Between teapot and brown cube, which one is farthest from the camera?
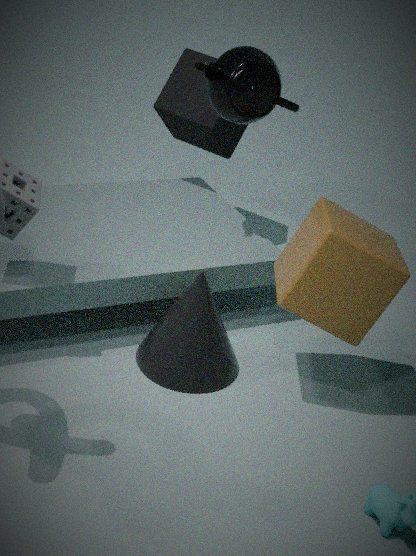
teapot
